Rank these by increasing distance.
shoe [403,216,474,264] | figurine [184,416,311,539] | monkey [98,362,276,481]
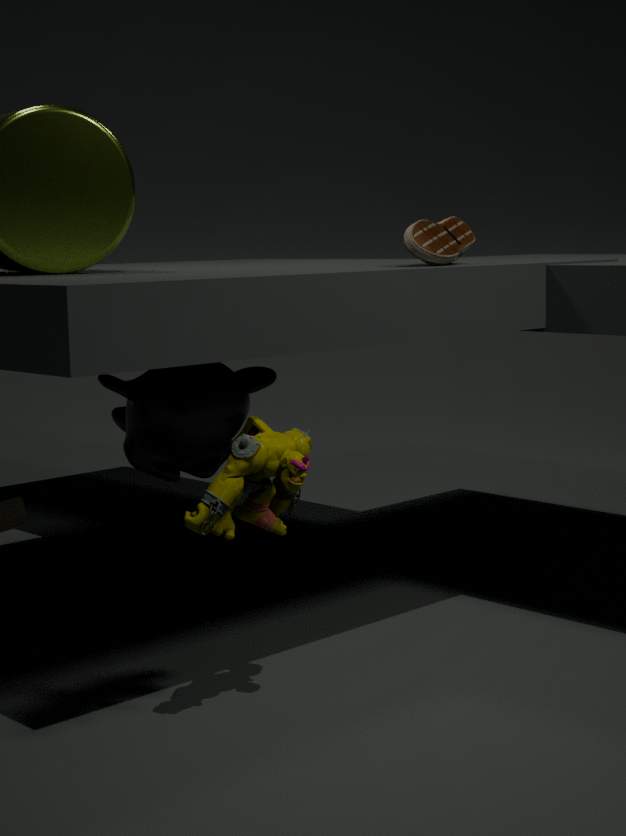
figurine [184,416,311,539] → shoe [403,216,474,264] → monkey [98,362,276,481]
